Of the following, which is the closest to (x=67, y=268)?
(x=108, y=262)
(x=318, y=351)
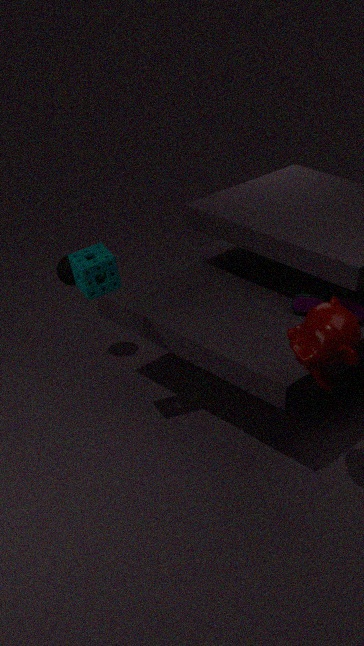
(x=108, y=262)
